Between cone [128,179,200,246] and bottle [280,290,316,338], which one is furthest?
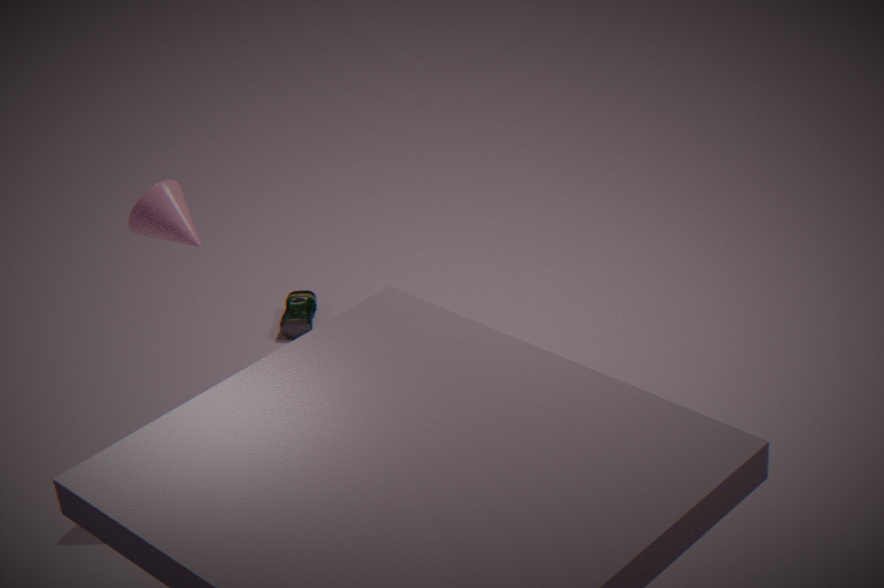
bottle [280,290,316,338]
